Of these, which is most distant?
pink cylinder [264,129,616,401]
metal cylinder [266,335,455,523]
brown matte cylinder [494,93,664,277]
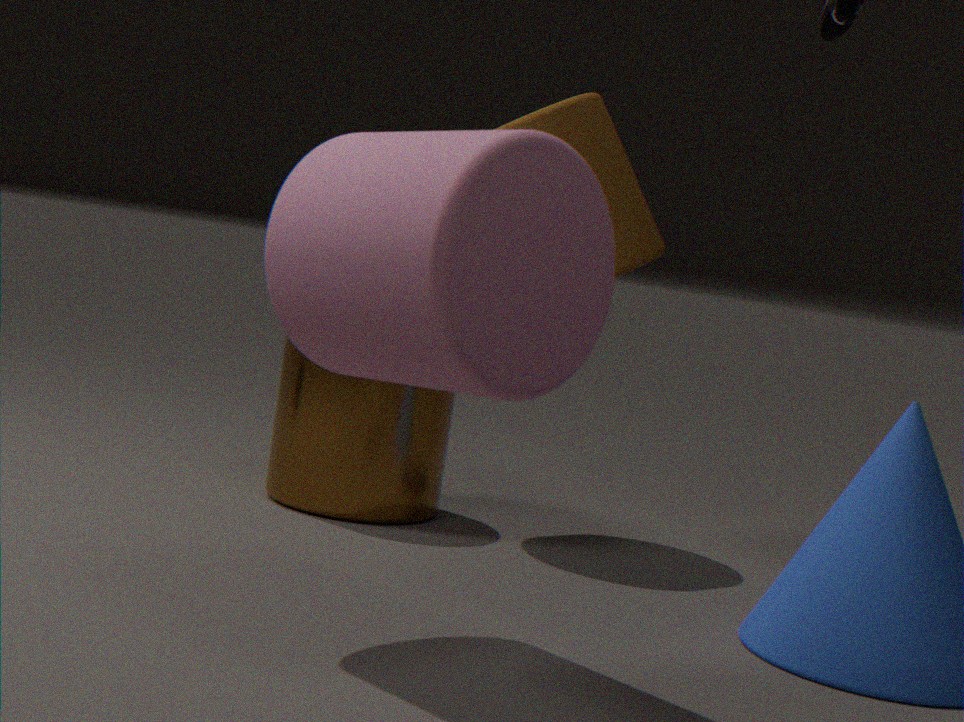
metal cylinder [266,335,455,523]
